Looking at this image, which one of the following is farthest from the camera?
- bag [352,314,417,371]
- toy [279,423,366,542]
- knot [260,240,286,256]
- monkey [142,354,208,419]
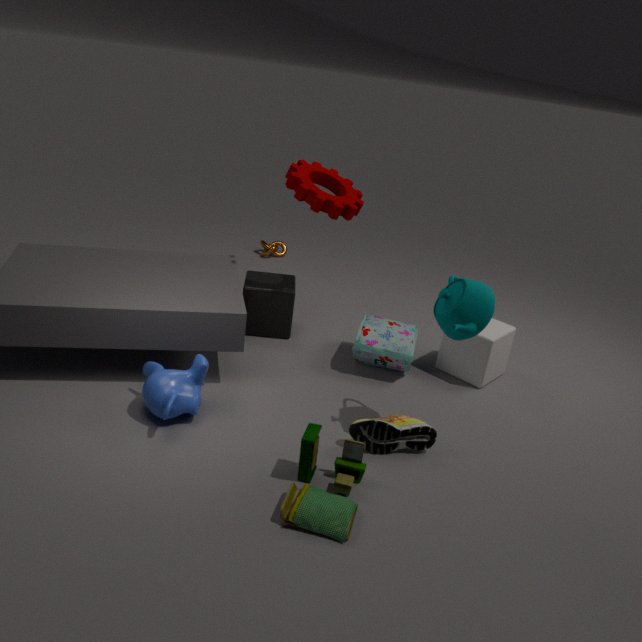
knot [260,240,286,256]
